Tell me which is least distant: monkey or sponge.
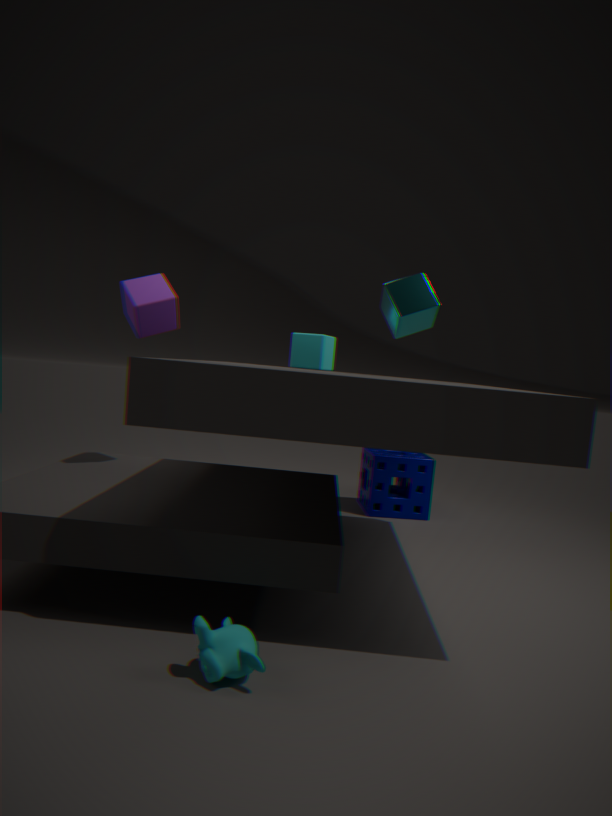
monkey
